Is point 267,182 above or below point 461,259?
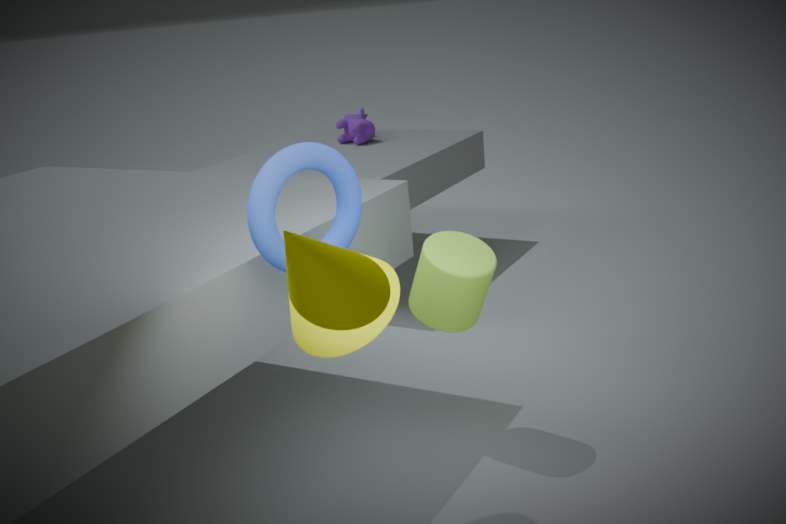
above
